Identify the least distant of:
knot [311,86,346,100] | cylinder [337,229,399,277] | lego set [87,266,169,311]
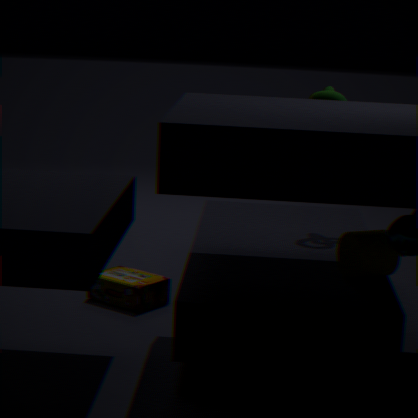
cylinder [337,229,399,277]
